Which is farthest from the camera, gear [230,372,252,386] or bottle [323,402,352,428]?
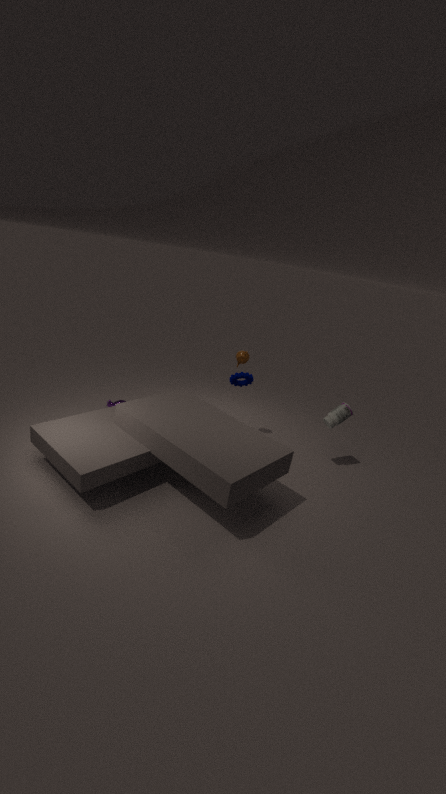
bottle [323,402,352,428]
